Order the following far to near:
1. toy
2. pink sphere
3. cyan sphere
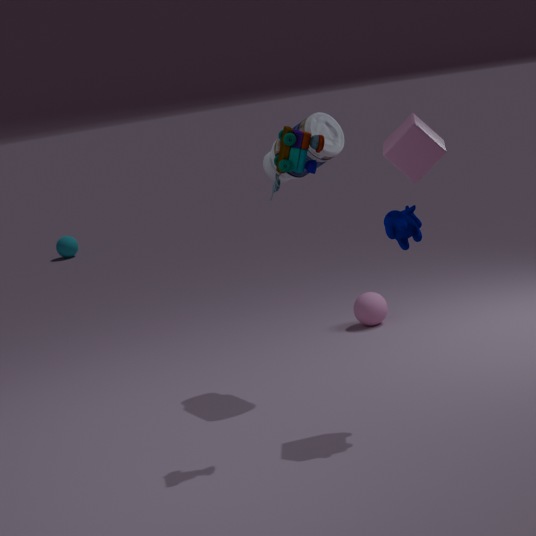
cyan sphere, pink sphere, toy
